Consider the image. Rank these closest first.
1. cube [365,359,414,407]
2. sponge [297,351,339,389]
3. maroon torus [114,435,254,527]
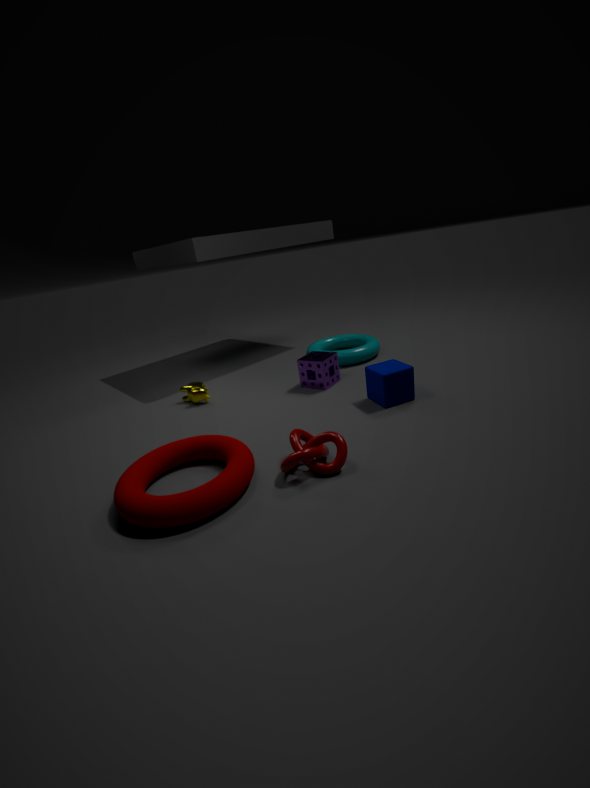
1. maroon torus [114,435,254,527]
2. cube [365,359,414,407]
3. sponge [297,351,339,389]
